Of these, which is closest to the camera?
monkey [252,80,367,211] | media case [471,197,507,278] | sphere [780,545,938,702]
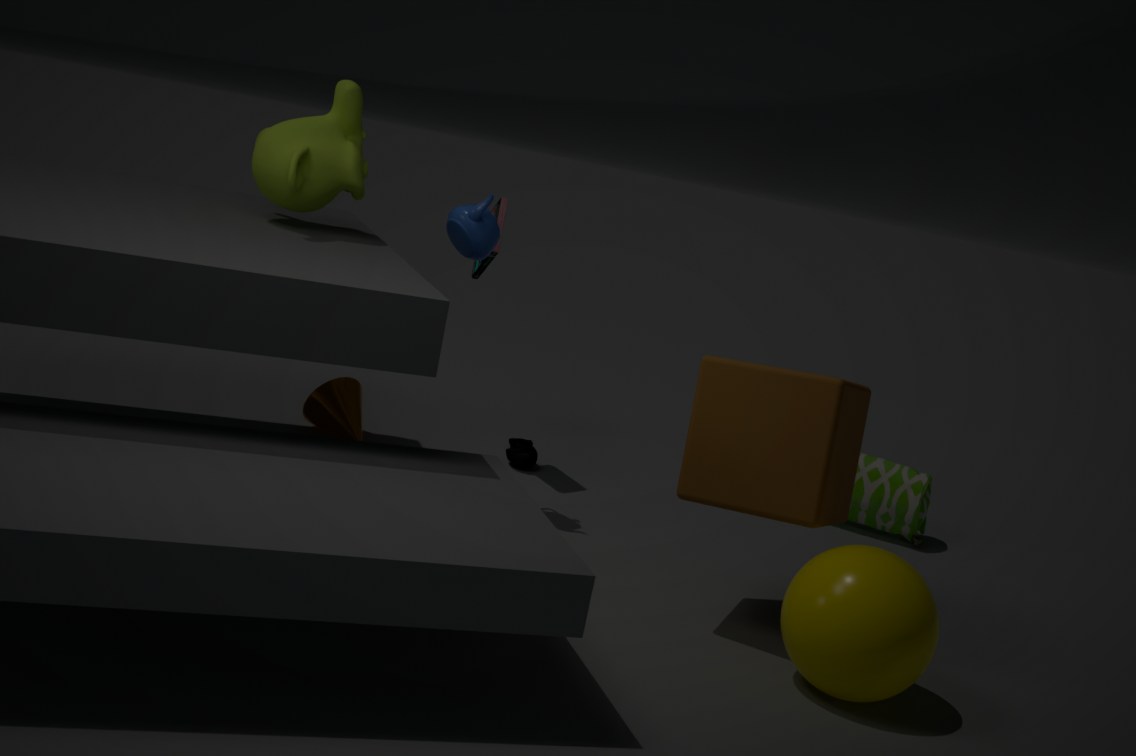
sphere [780,545,938,702]
